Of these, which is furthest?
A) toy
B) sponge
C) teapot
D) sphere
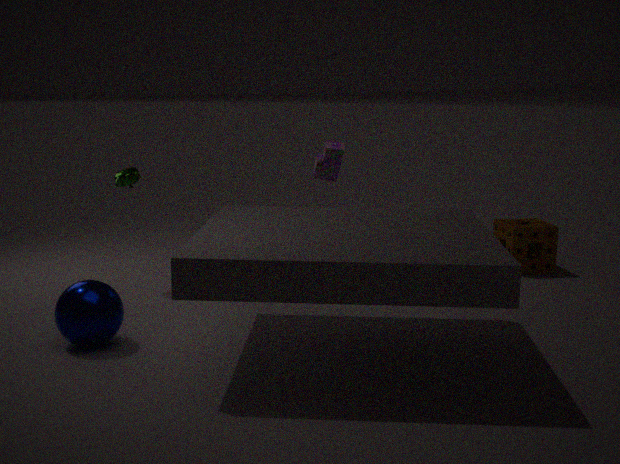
sponge
